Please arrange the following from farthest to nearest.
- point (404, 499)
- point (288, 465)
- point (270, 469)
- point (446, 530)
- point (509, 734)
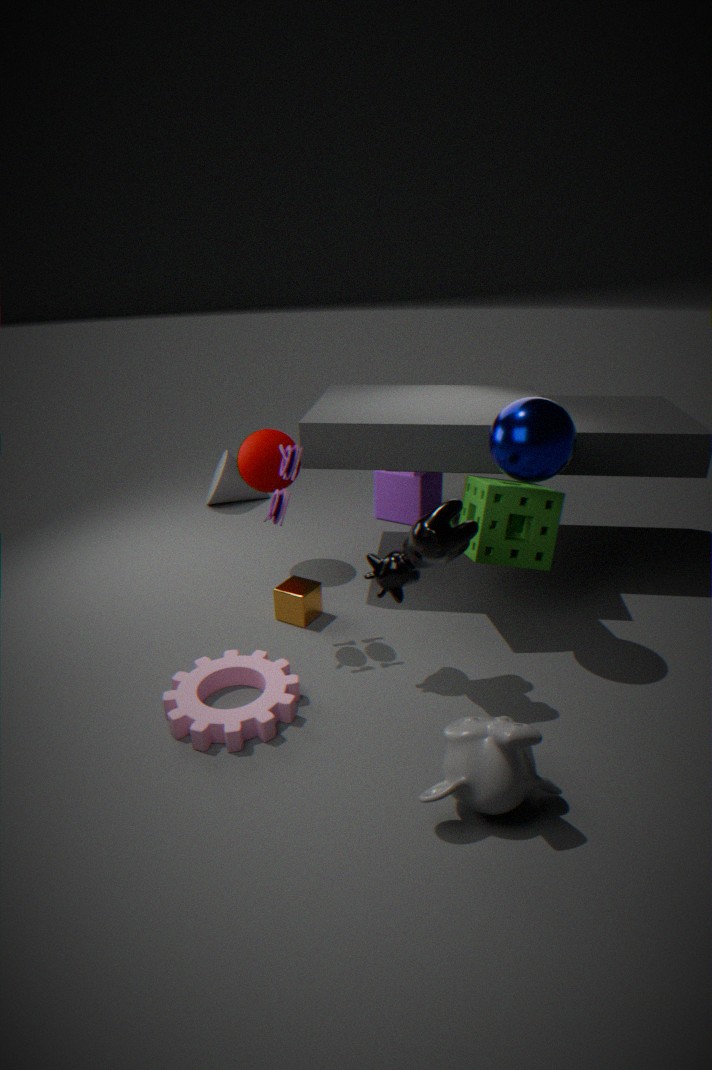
point (404, 499) → point (270, 469) → point (288, 465) → point (446, 530) → point (509, 734)
